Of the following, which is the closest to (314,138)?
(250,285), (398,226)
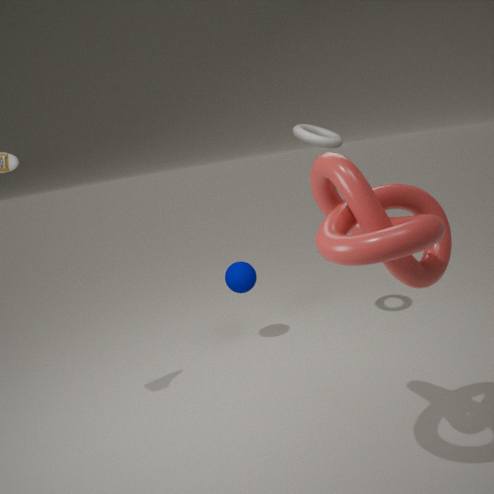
(250,285)
